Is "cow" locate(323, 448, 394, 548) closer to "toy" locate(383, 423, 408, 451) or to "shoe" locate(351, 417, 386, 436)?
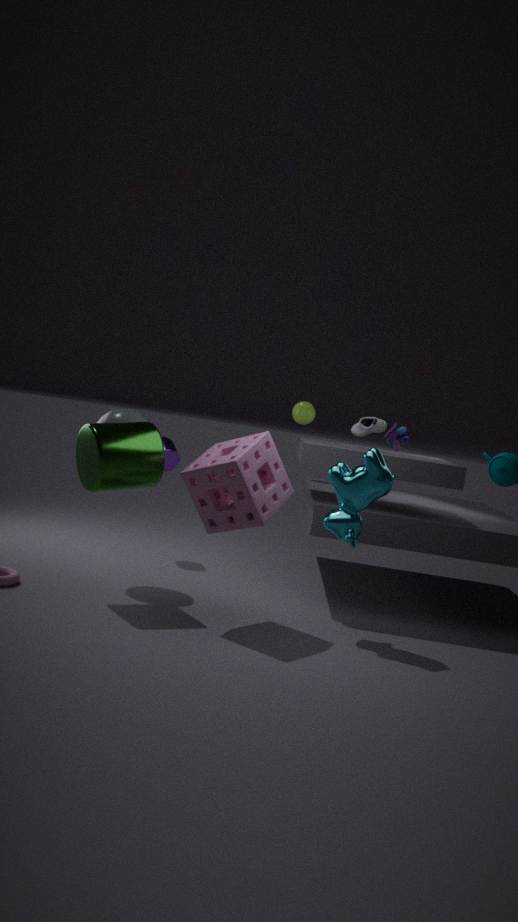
"shoe" locate(351, 417, 386, 436)
